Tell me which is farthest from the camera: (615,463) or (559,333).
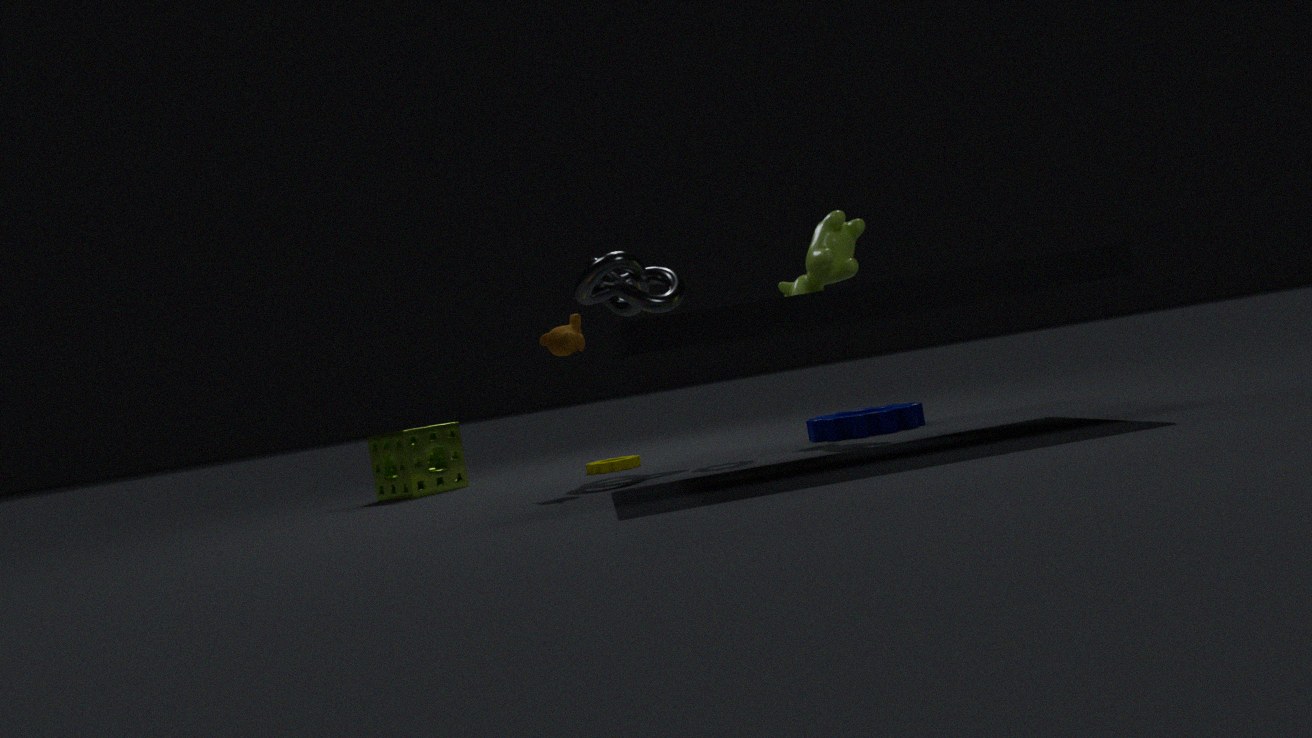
(615,463)
